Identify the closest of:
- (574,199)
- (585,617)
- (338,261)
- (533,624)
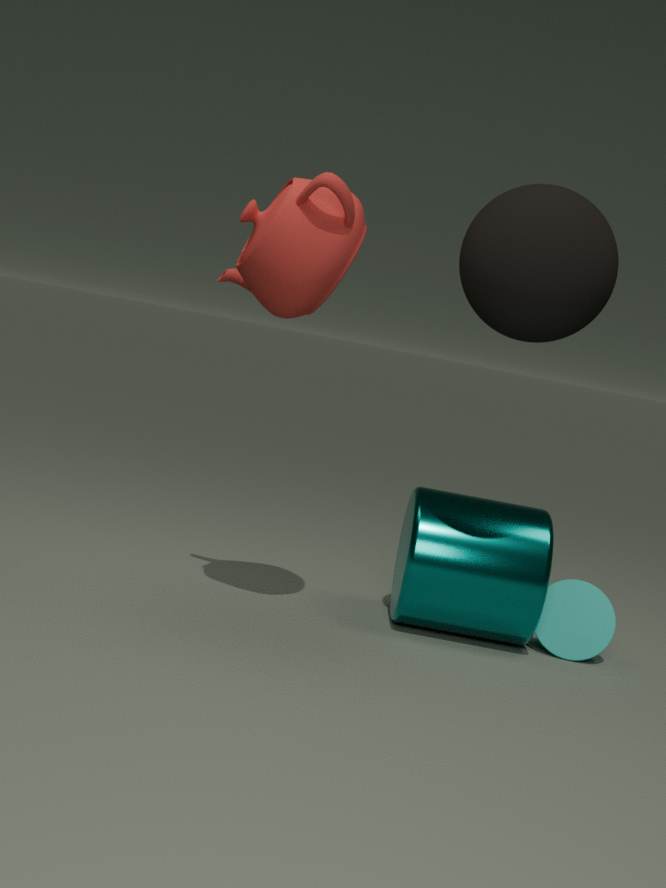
(574,199)
